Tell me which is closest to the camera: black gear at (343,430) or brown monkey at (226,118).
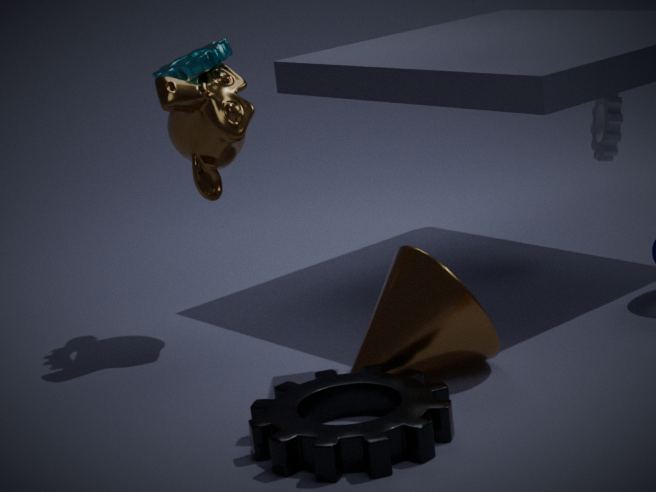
black gear at (343,430)
